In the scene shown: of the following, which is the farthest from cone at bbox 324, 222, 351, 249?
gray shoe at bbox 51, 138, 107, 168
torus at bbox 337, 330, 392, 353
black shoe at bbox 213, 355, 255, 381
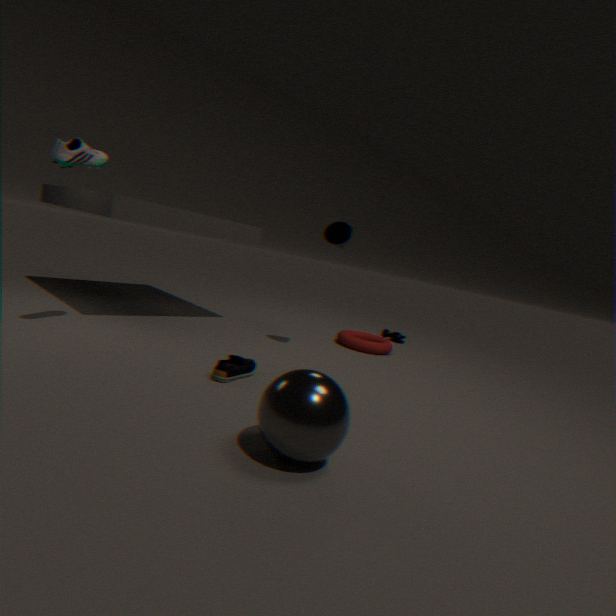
gray shoe at bbox 51, 138, 107, 168
